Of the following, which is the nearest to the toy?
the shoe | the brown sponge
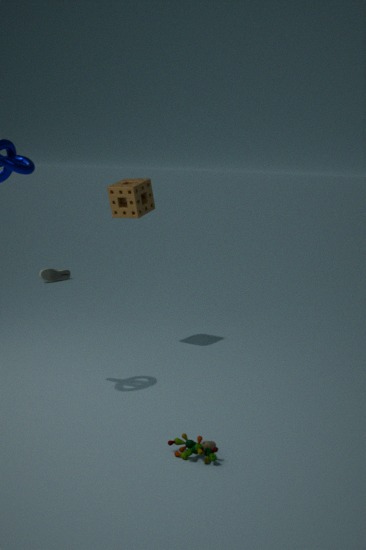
the brown sponge
